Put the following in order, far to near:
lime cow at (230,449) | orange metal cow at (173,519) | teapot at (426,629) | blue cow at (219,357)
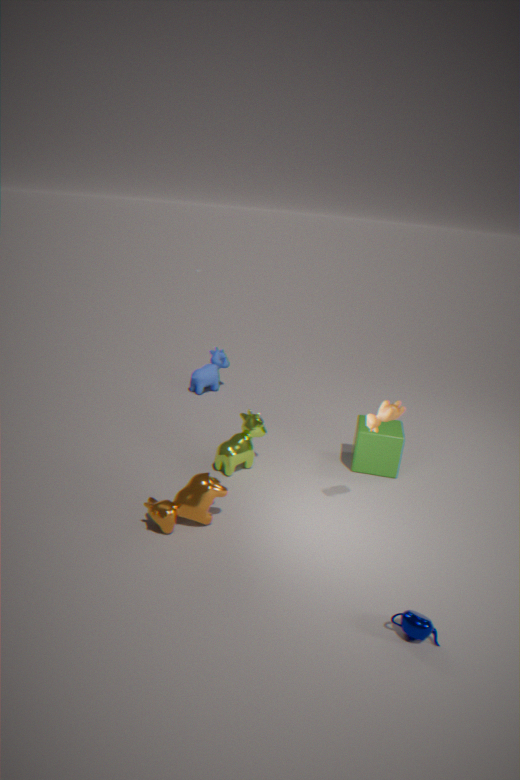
1. blue cow at (219,357)
2. lime cow at (230,449)
3. orange metal cow at (173,519)
4. teapot at (426,629)
